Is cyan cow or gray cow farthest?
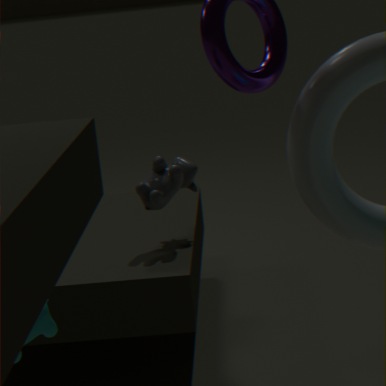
gray cow
